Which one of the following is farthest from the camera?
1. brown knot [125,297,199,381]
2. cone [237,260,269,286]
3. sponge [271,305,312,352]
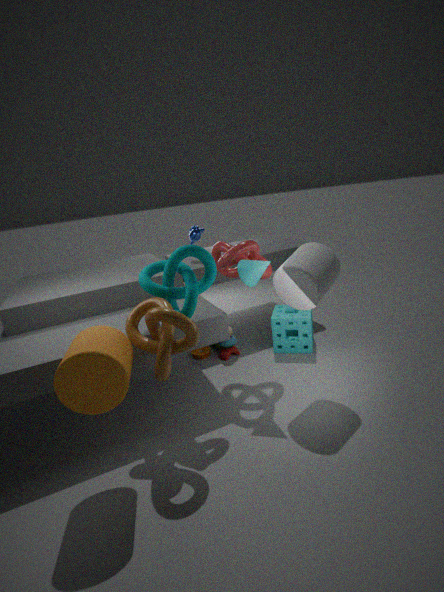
sponge [271,305,312,352]
